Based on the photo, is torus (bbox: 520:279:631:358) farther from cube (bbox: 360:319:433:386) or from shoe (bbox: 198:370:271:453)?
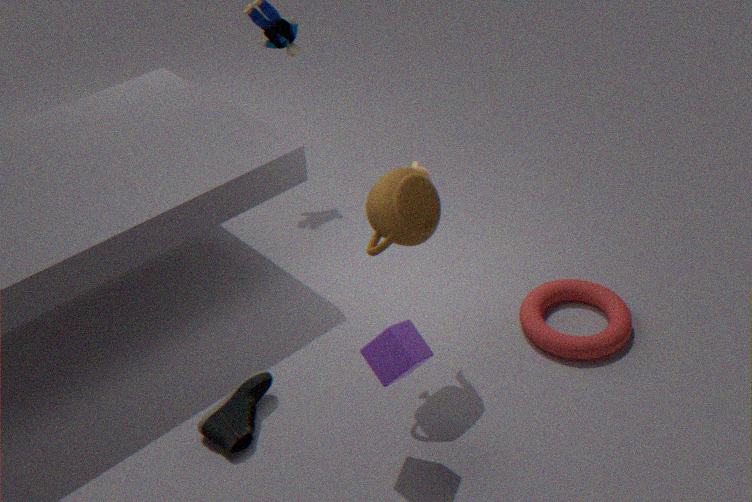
shoe (bbox: 198:370:271:453)
